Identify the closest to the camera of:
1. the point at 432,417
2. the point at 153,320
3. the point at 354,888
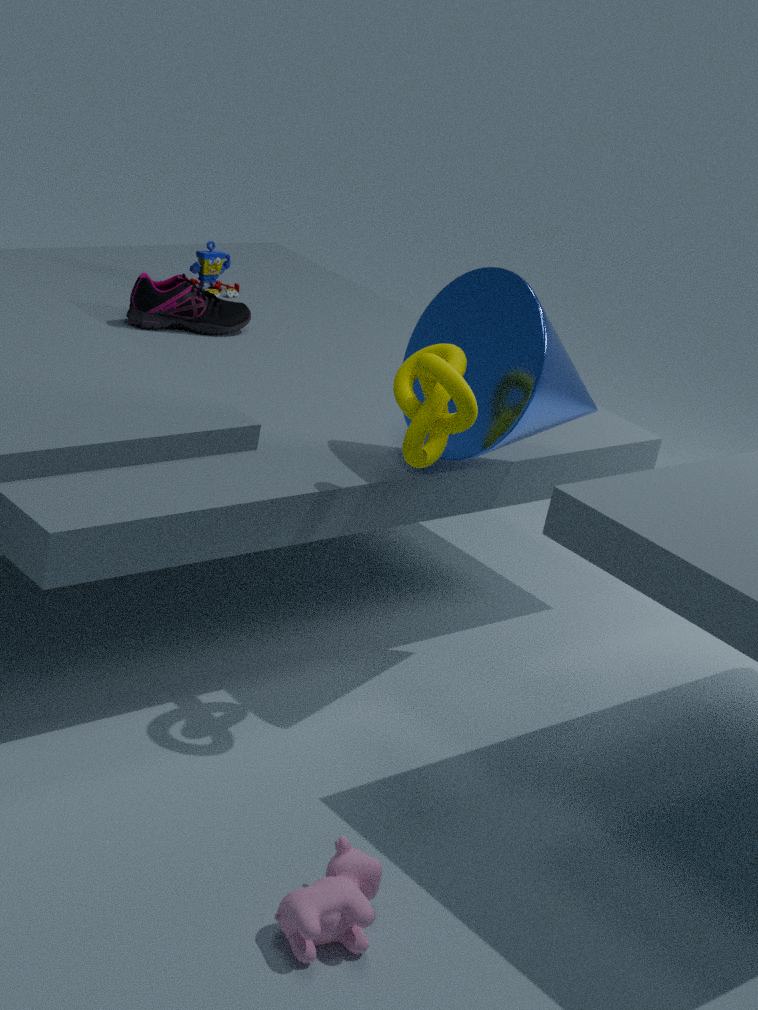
the point at 354,888
